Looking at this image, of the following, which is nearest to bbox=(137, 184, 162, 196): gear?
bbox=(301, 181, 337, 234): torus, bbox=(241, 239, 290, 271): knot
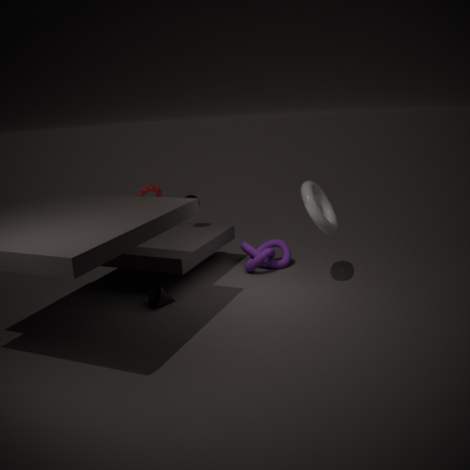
bbox=(241, 239, 290, 271): knot
